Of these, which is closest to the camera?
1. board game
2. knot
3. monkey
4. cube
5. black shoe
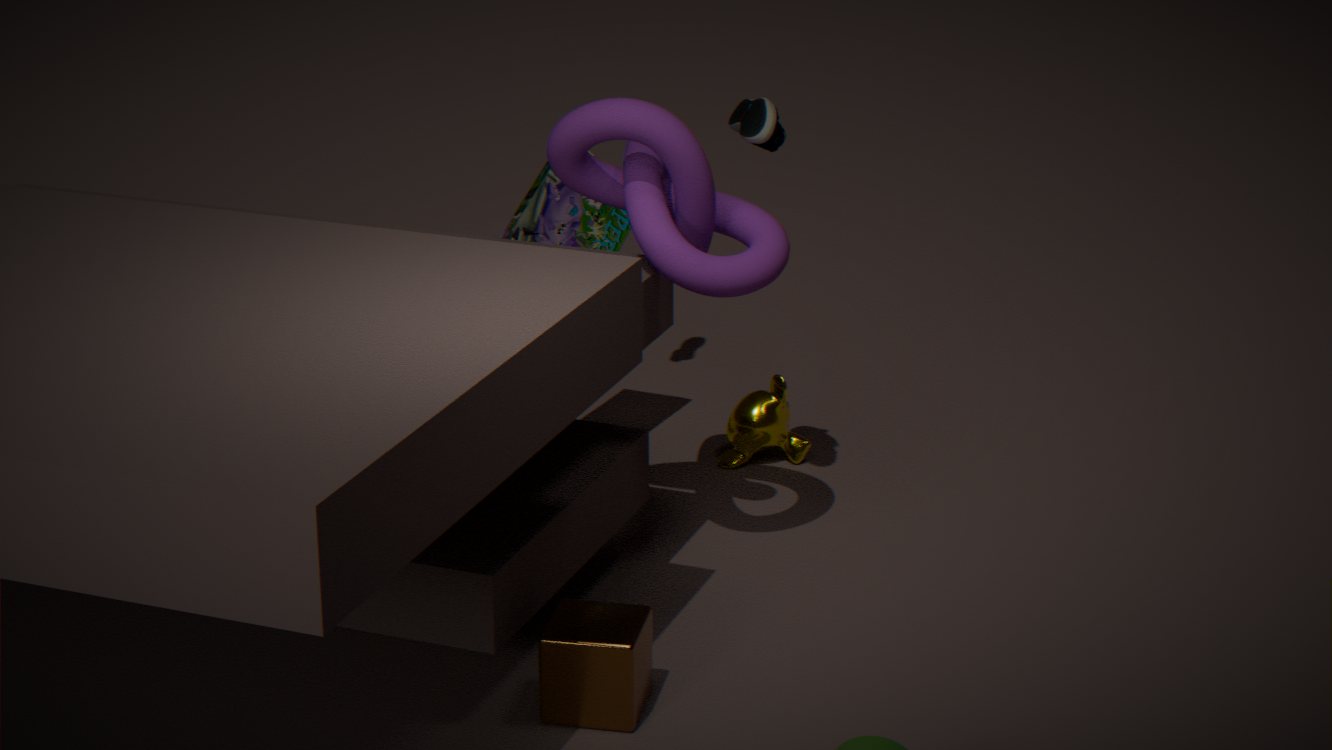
cube
